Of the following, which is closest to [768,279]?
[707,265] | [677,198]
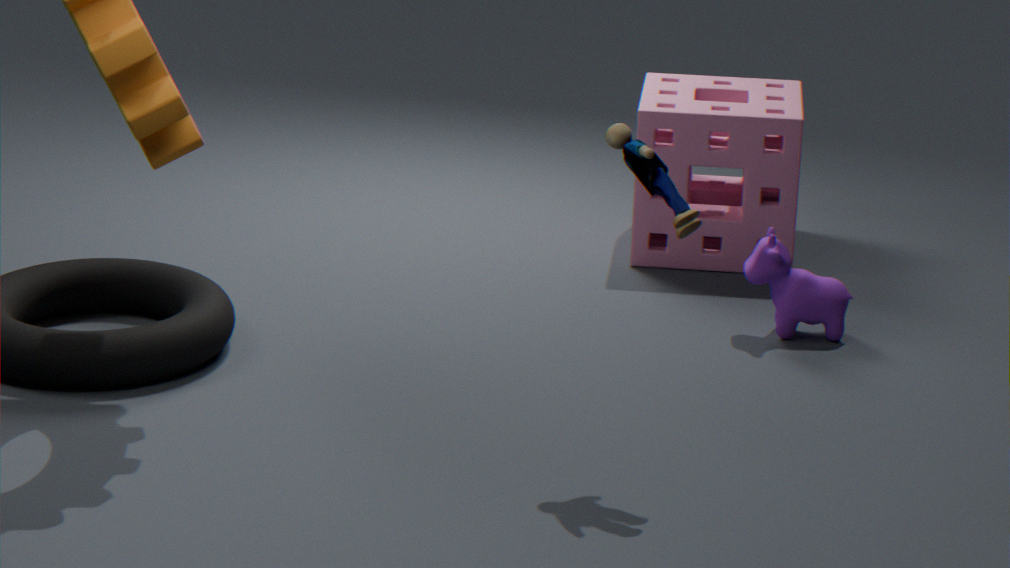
[707,265]
